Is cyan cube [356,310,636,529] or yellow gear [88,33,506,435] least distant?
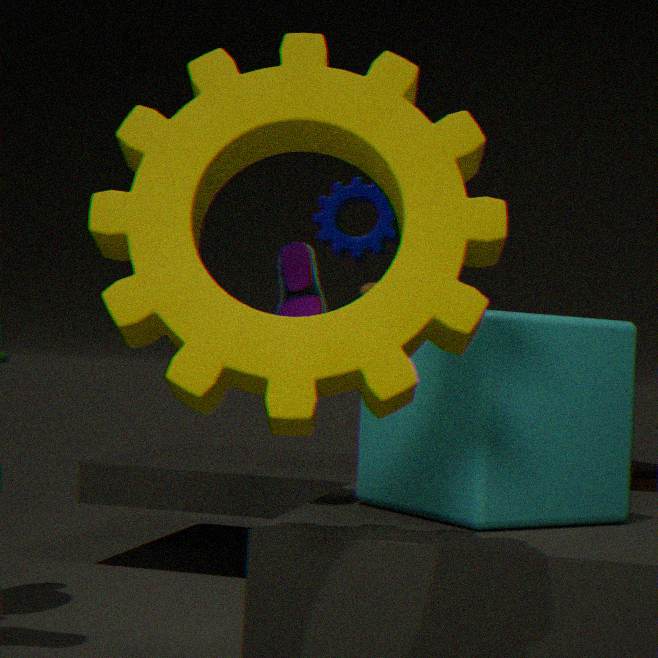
yellow gear [88,33,506,435]
